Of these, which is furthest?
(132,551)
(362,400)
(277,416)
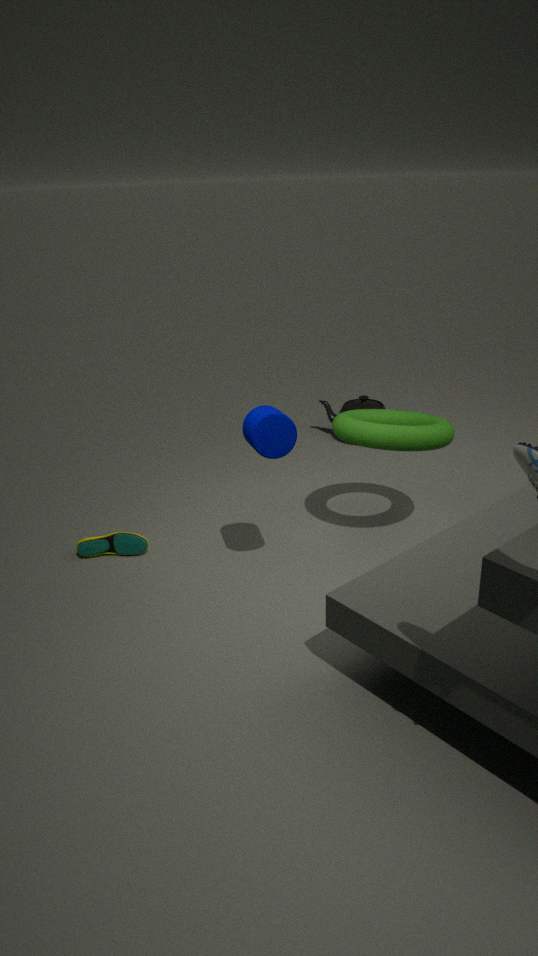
(362,400)
